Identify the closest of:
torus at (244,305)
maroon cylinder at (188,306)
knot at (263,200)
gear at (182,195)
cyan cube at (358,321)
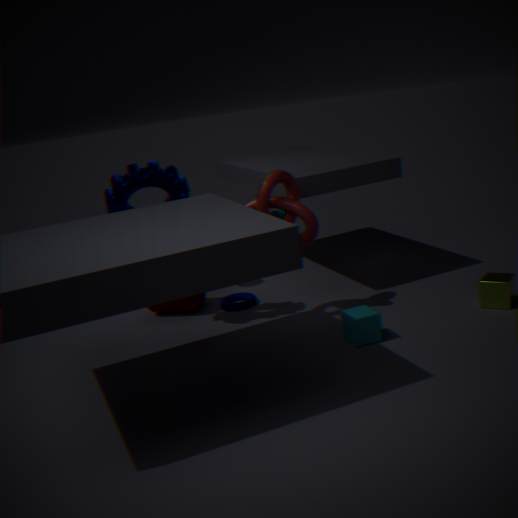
cyan cube at (358,321)
